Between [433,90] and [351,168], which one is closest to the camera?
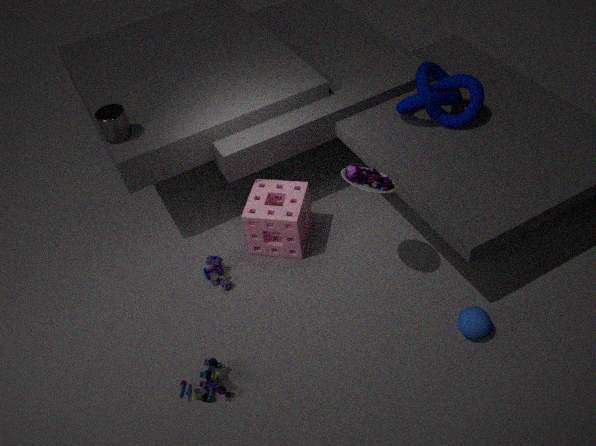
[351,168]
